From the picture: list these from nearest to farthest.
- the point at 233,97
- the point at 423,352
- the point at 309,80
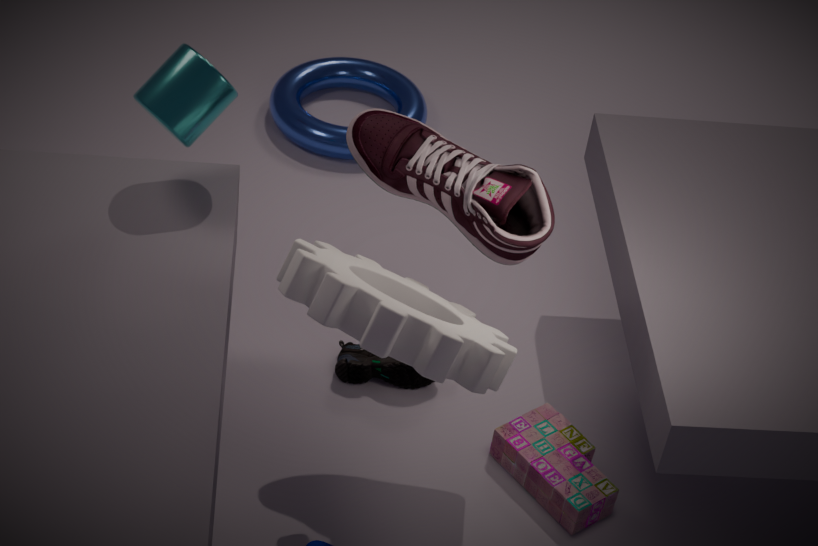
the point at 423,352, the point at 233,97, the point at 309,80
